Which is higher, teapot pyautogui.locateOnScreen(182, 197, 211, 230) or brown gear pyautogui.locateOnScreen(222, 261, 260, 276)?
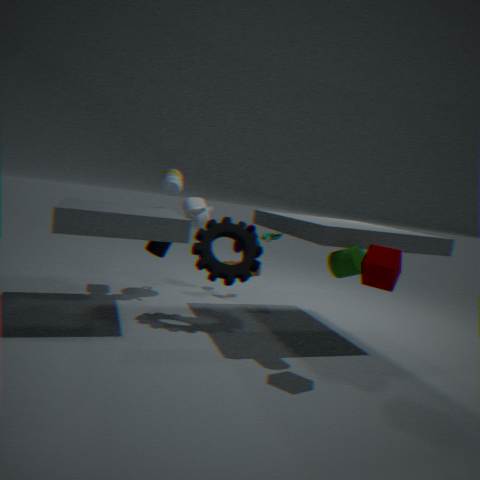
teapot pyautogui.locateOnScreen(182, 197, 211, 230)
